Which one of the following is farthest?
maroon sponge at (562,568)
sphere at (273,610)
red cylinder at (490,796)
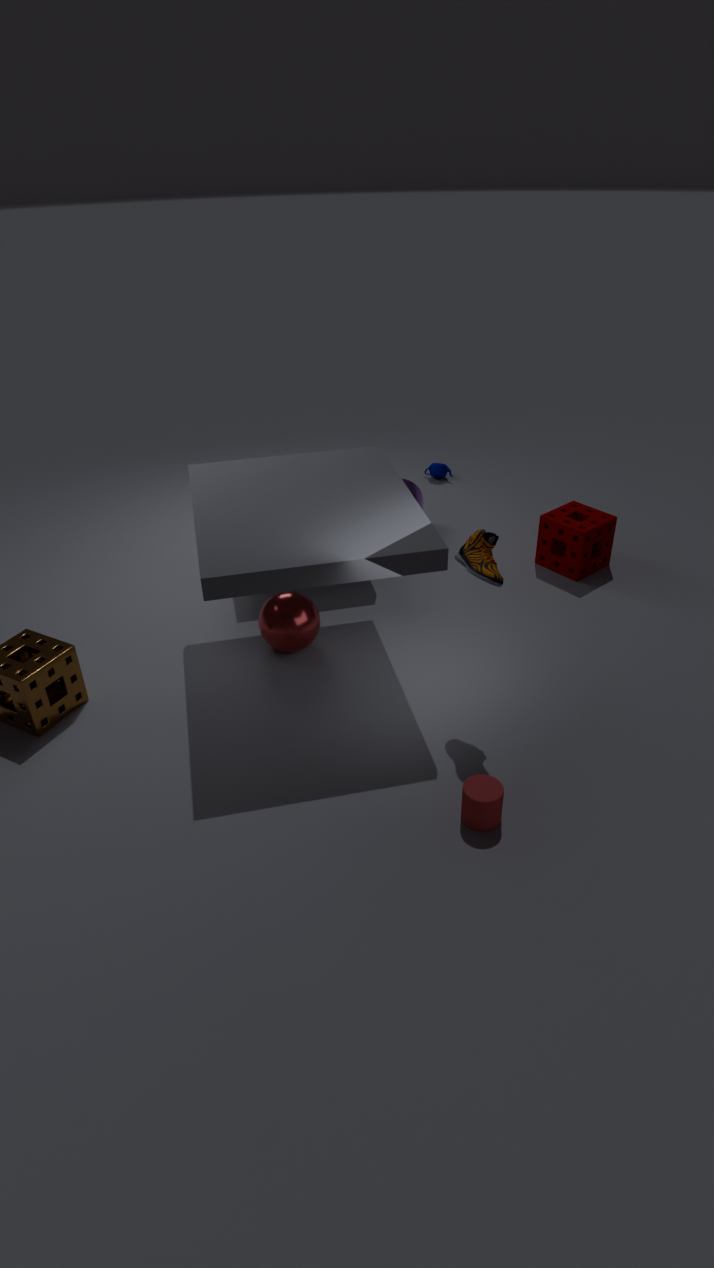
maroon sponge at (562,568)
